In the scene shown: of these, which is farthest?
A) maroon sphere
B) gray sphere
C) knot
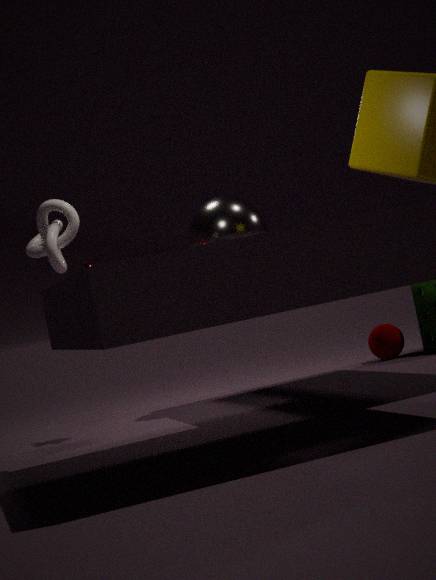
maroon sphere
